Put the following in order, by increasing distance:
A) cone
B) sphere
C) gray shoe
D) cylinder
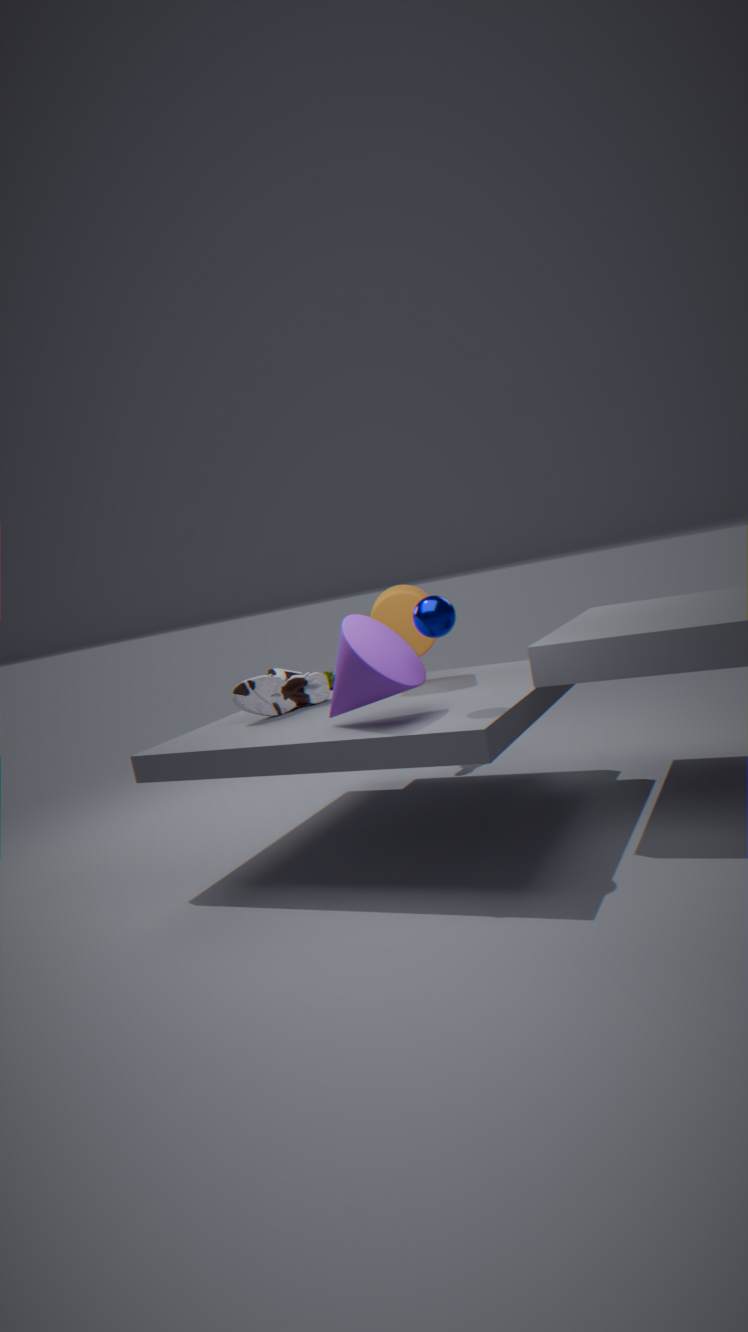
cone → sphere → gray shoe → cylinder
